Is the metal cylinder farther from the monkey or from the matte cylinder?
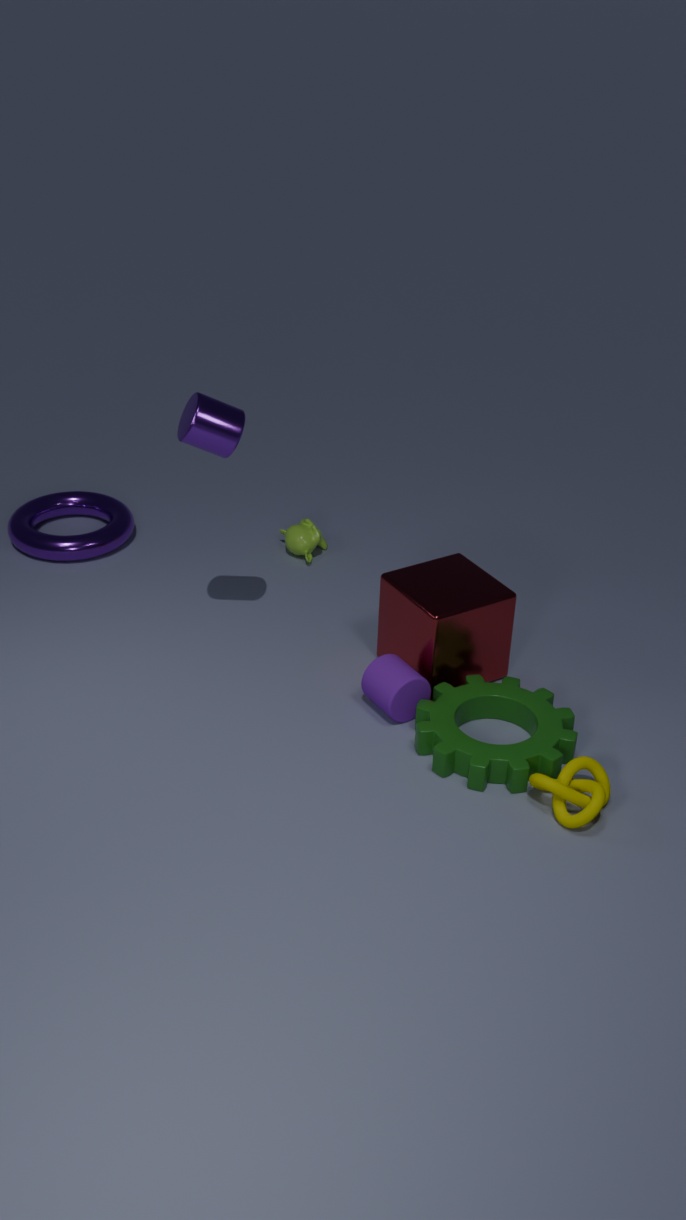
the monkey
